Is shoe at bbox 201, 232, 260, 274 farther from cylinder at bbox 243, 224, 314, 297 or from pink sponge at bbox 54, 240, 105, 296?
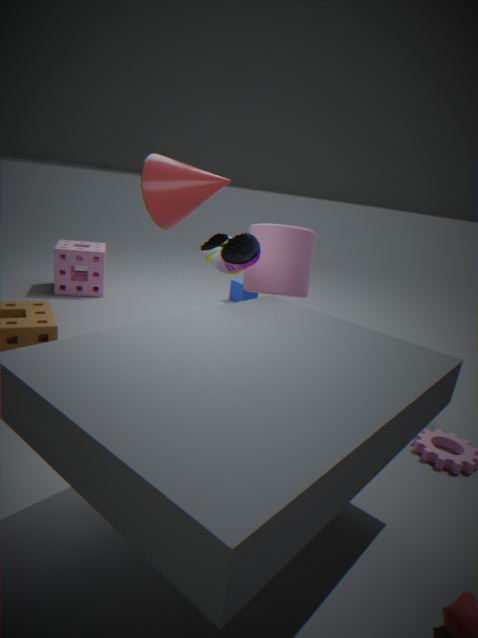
pink sponge at bbox 54, 240, 105, 296
